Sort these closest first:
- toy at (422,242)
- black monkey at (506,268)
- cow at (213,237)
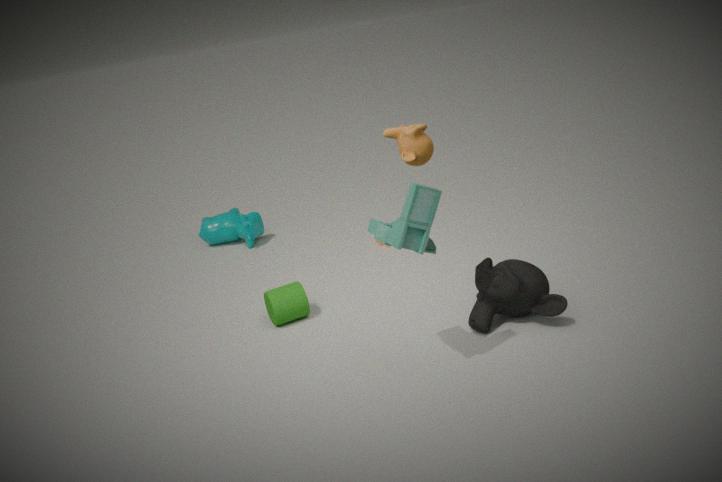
toy at (422,242) → black monkey at (506,268) → cow at (213,237)
